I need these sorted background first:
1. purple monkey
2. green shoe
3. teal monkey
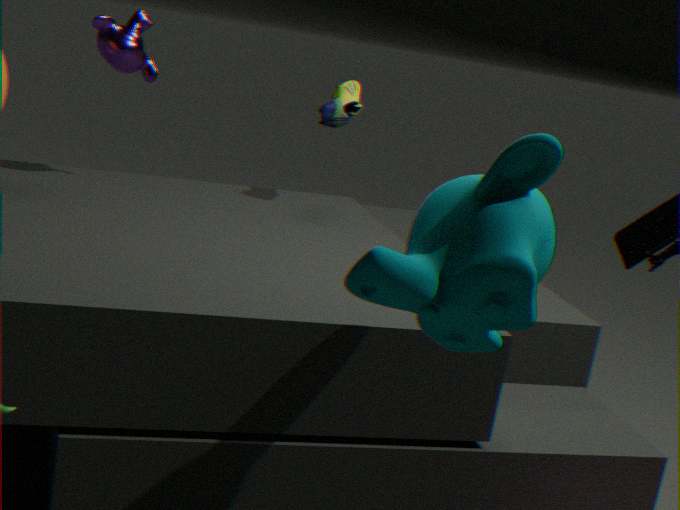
green shoe
purple monkey
teal monkey
